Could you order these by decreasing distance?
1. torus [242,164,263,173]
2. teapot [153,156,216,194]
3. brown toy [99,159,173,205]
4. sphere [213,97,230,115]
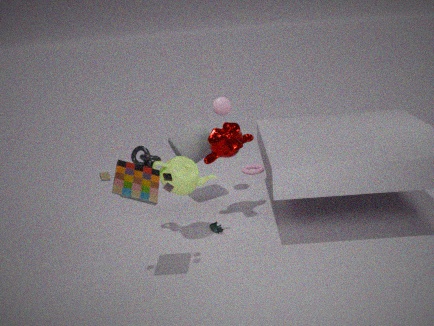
torus [242,164,263,173]
sphere [213,97,230,115]
teapot [153,156,216,194]
brown toy [99,159,173,205]
